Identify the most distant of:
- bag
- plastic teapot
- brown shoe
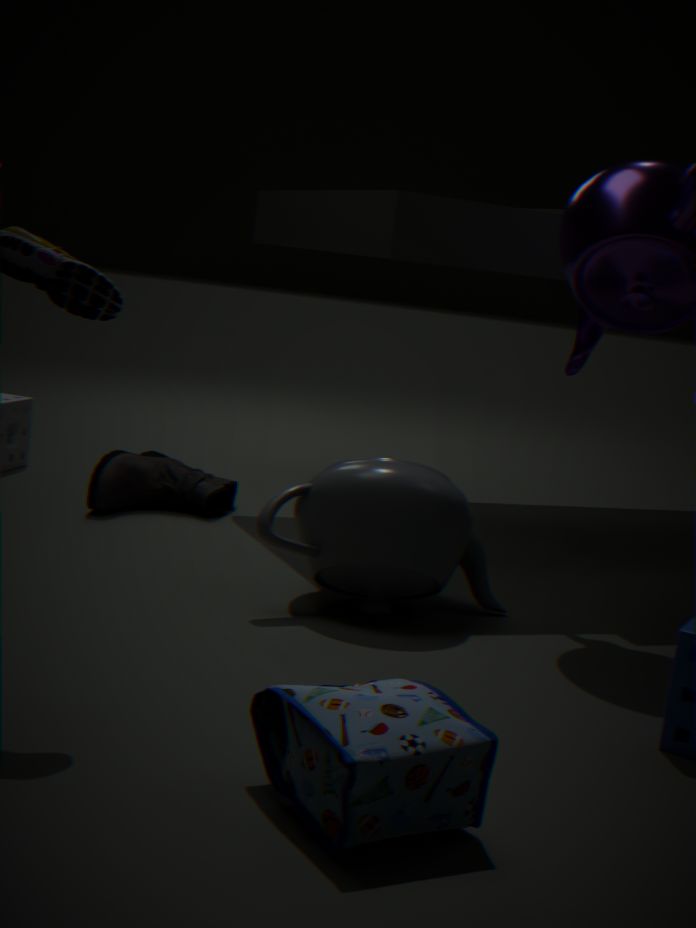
brown shoe
